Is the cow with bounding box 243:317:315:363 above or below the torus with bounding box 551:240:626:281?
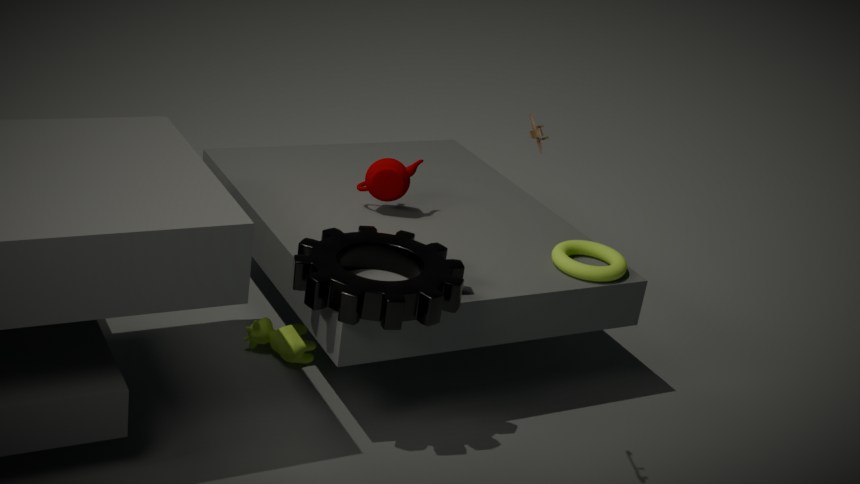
below
